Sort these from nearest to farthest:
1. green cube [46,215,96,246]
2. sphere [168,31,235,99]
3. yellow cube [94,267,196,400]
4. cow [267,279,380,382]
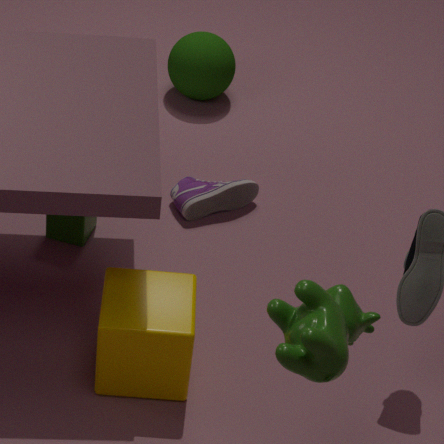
cow [267,279,380,382] → yellow cube [94,267,196,400] → green cube [46,215,96,246] → sphere [168,31,235,99]
